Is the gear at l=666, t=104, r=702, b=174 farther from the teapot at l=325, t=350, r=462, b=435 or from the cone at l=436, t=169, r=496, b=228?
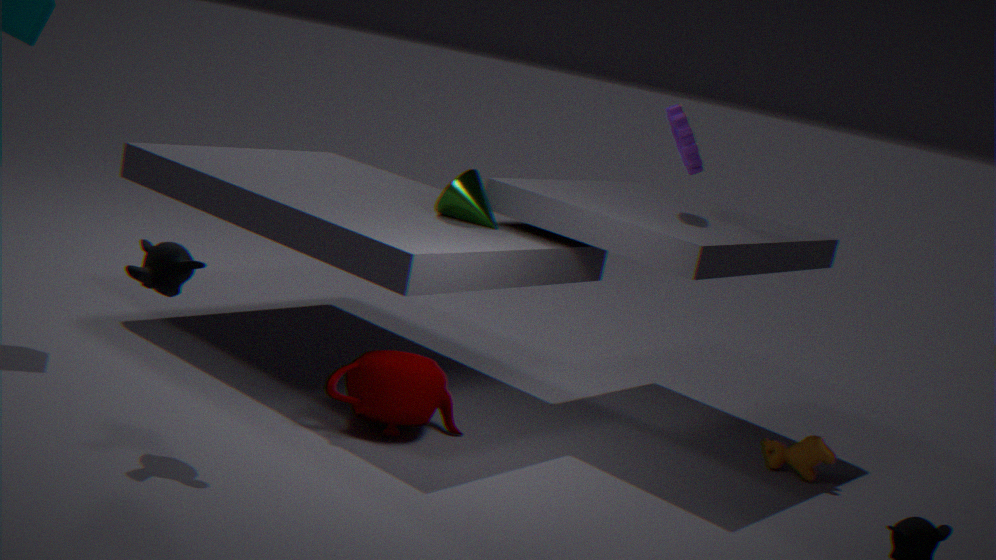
the teapot at l=325, t=350, r=462, b=435
